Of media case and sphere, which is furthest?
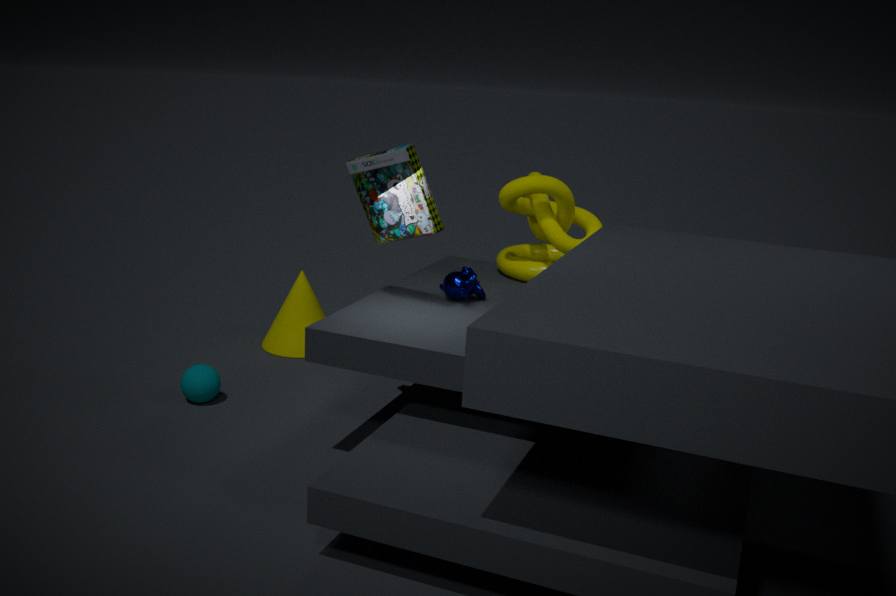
sphere
